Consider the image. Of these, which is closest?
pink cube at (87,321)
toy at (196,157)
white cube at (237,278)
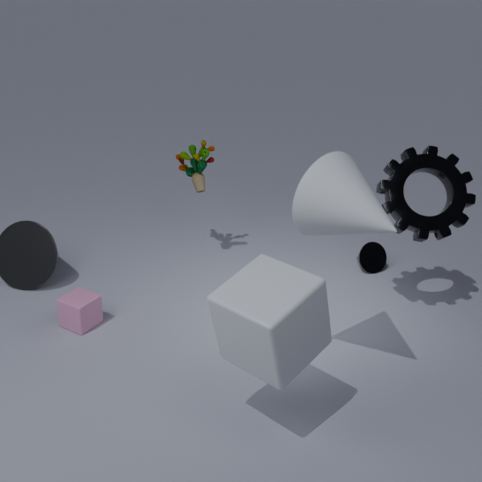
white cube at (237,278)
